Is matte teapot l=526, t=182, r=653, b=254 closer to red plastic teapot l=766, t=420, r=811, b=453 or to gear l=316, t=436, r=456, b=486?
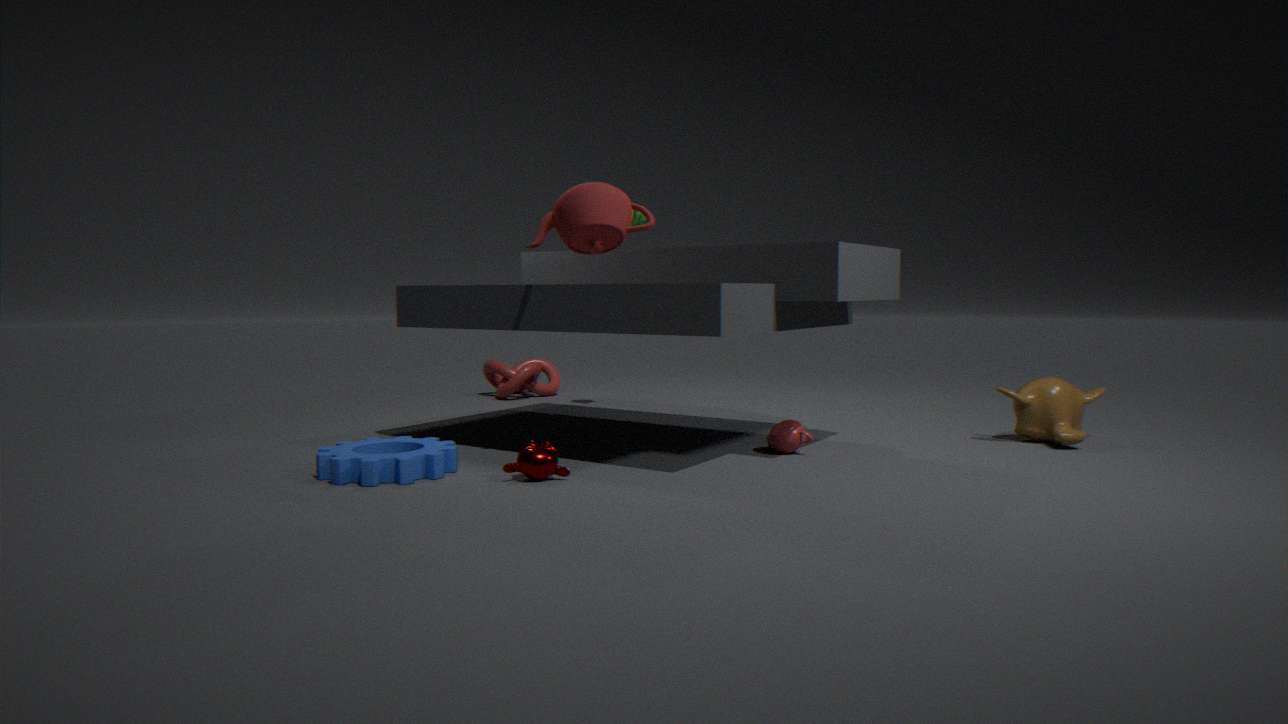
gear l=316, t=436, r=456, b=486
